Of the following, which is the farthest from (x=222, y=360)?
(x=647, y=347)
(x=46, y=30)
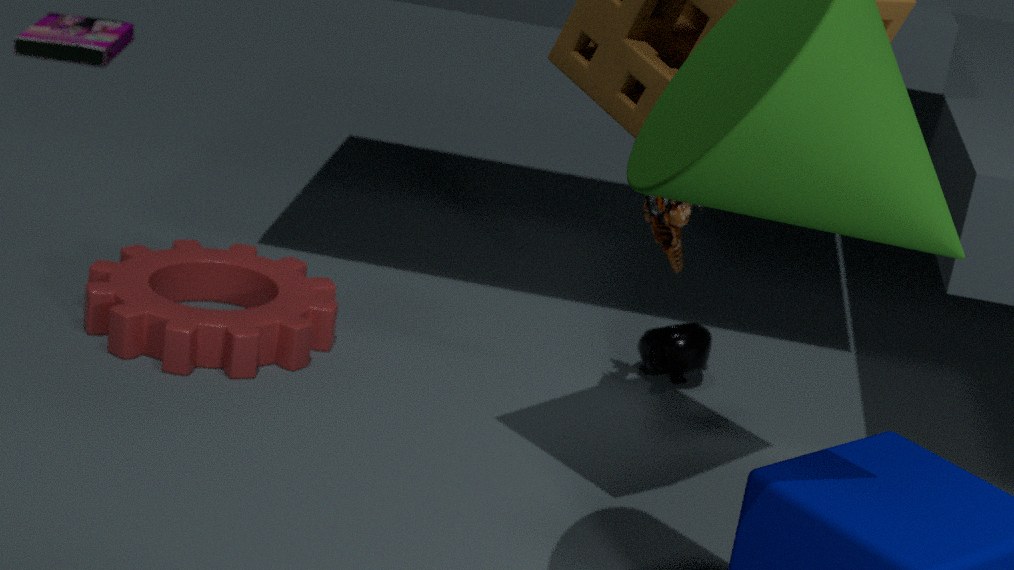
(x=46, y=30)
